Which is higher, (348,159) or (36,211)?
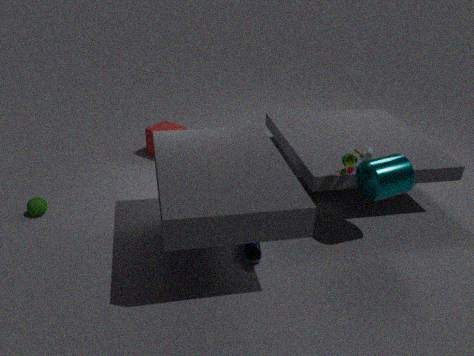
(348,159)
